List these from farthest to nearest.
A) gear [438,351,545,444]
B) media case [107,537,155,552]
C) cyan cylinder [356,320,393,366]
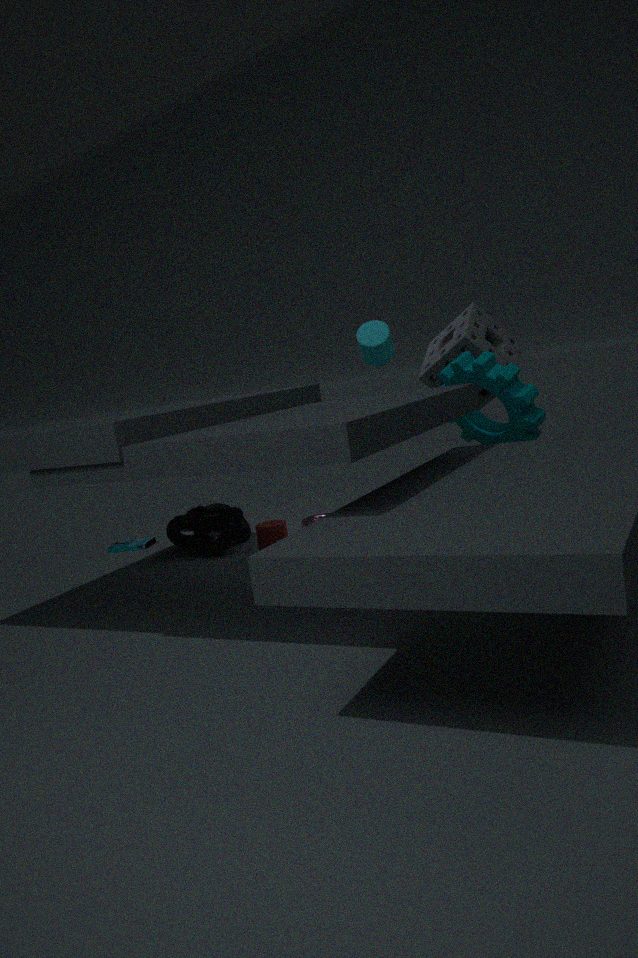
media case [107,537,155,552], cyan cylinder [356,320,393,366], gear [438,351,545,444]
